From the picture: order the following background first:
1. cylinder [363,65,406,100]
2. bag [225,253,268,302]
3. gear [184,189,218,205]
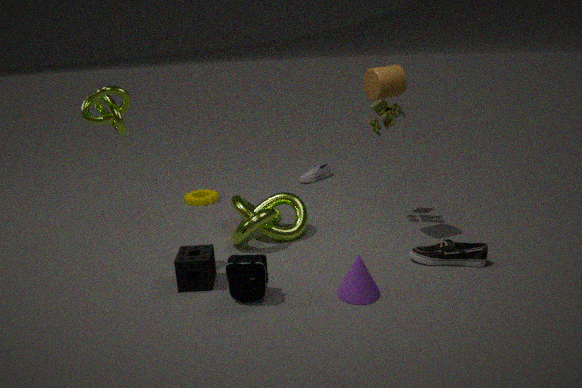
gear [184,189,218,205], cylinder [363,65,406,100], bag [225,253,268,302]
